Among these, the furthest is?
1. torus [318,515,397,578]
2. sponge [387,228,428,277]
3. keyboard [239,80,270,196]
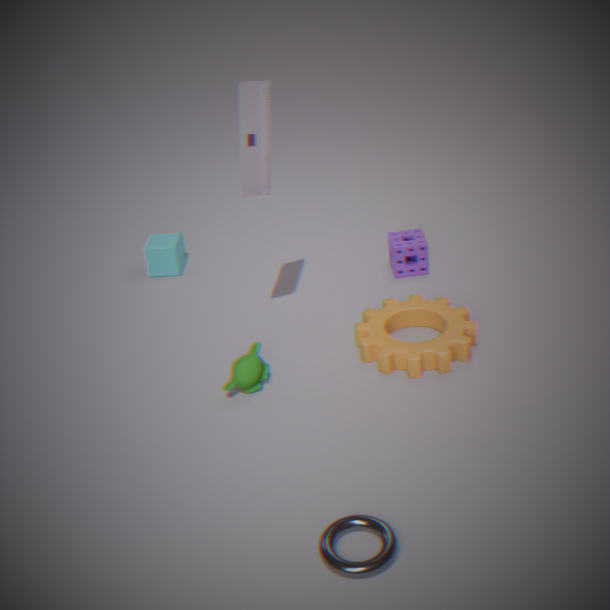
sponge [387,228,428,277]
